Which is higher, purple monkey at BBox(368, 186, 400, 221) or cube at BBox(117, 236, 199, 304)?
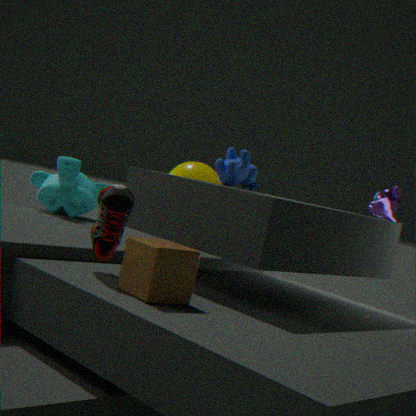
purple monkey at BBox(368, 186, 400, 221)
